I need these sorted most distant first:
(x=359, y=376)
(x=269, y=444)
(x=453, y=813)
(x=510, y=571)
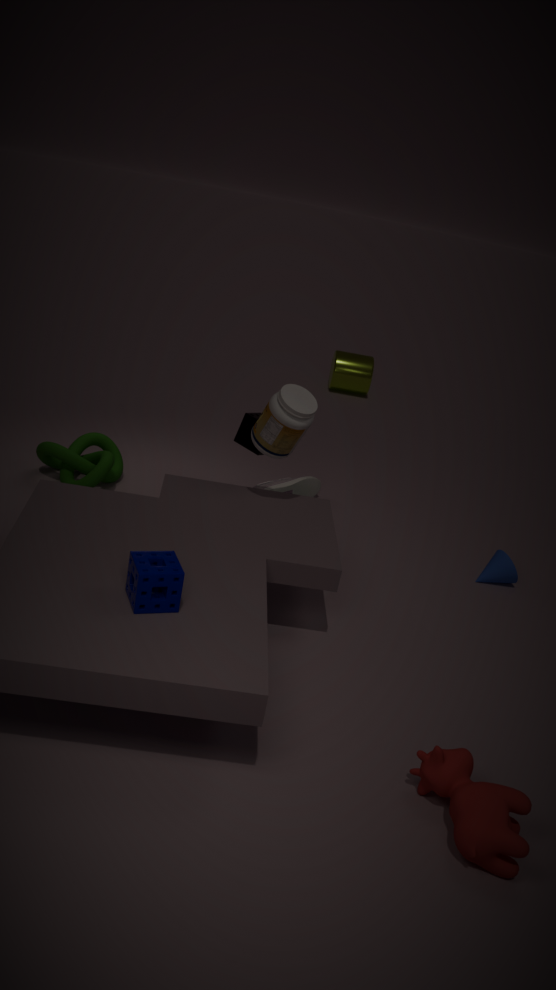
(x=359, y=376) → (x=510, y=571) → (x=269, y=444) → (x=453, y=813)
